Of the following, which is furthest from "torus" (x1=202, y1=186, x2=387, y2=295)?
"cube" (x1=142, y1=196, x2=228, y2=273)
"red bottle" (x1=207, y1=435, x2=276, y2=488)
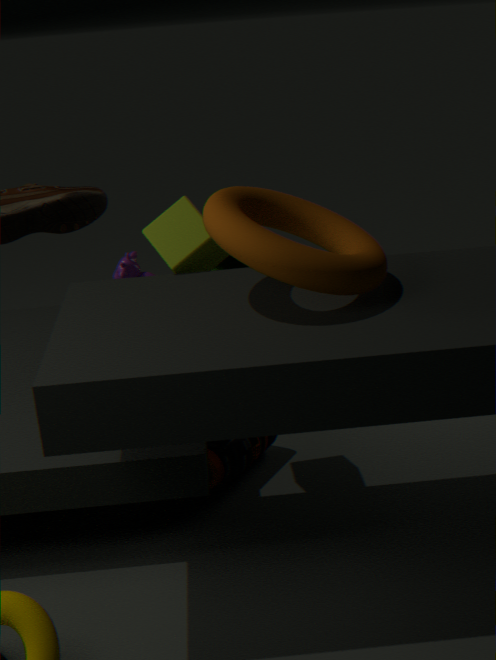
"red bottle" (x1=207, y1=435, x2=276, y2=488)
